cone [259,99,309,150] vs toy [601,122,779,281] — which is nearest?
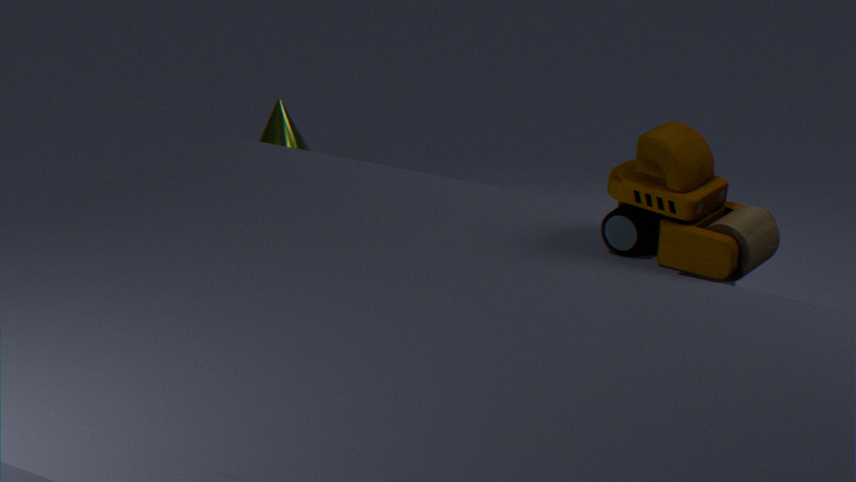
toy [601,122,779,281]
